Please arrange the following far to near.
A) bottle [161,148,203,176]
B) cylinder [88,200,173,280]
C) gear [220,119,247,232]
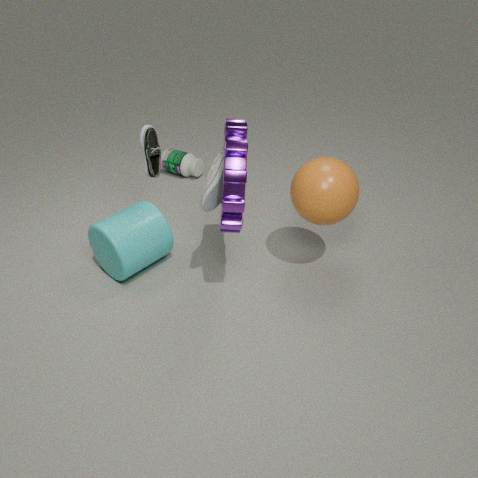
bottle [161,148,203,176] → cylinder [88,200,173,280] → gear [220,119,247,232]
